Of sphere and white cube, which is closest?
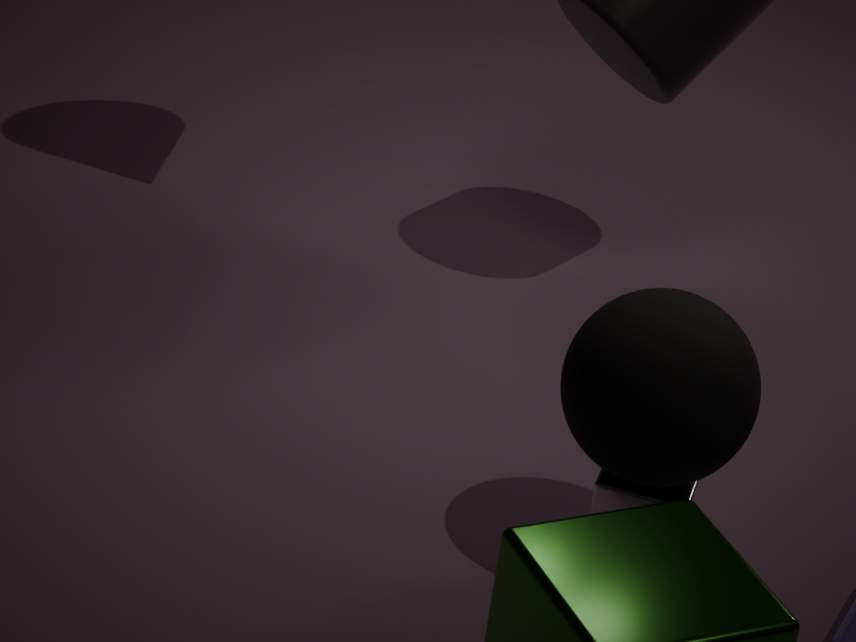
sphere
